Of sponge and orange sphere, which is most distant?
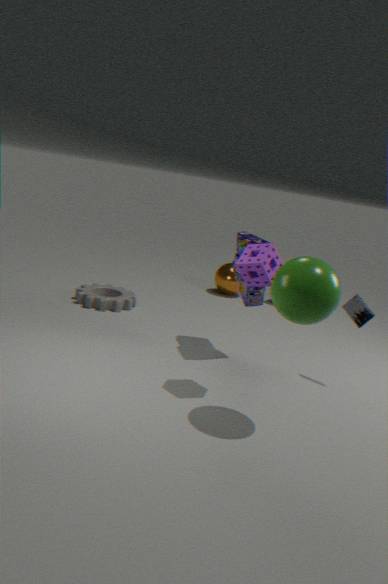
orange sphere
